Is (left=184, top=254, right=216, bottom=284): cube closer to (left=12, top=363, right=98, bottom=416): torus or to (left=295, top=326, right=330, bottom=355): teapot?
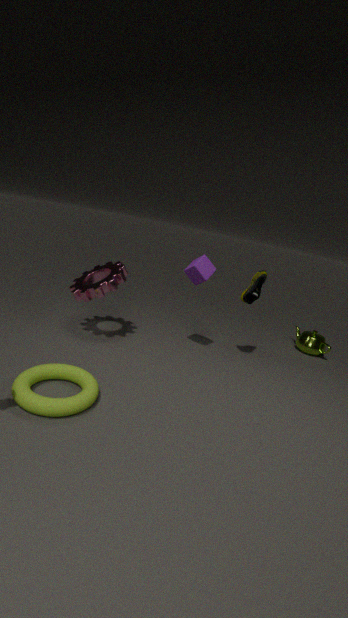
(left=12, top=363, right=98, bottom=416): torus
